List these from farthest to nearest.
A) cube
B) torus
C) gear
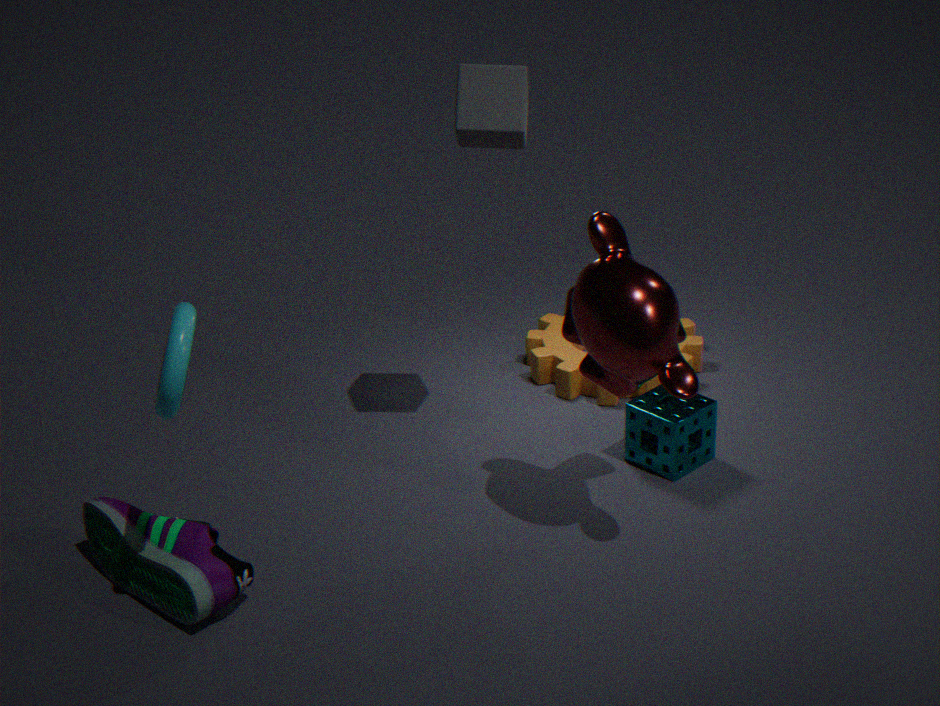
gear → cube → torus
